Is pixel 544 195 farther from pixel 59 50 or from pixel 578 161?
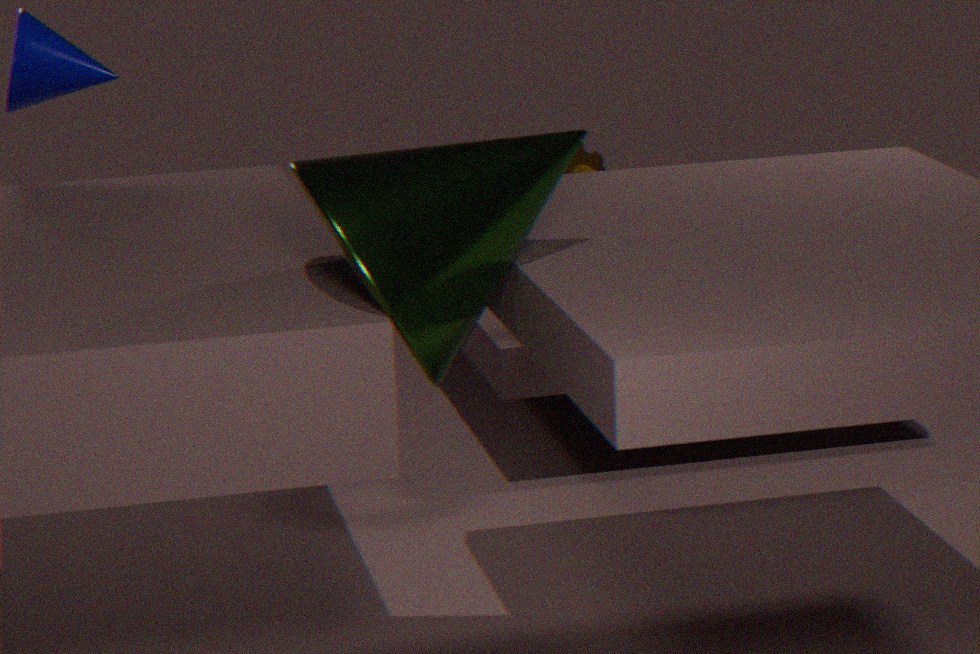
pixel 59 50
